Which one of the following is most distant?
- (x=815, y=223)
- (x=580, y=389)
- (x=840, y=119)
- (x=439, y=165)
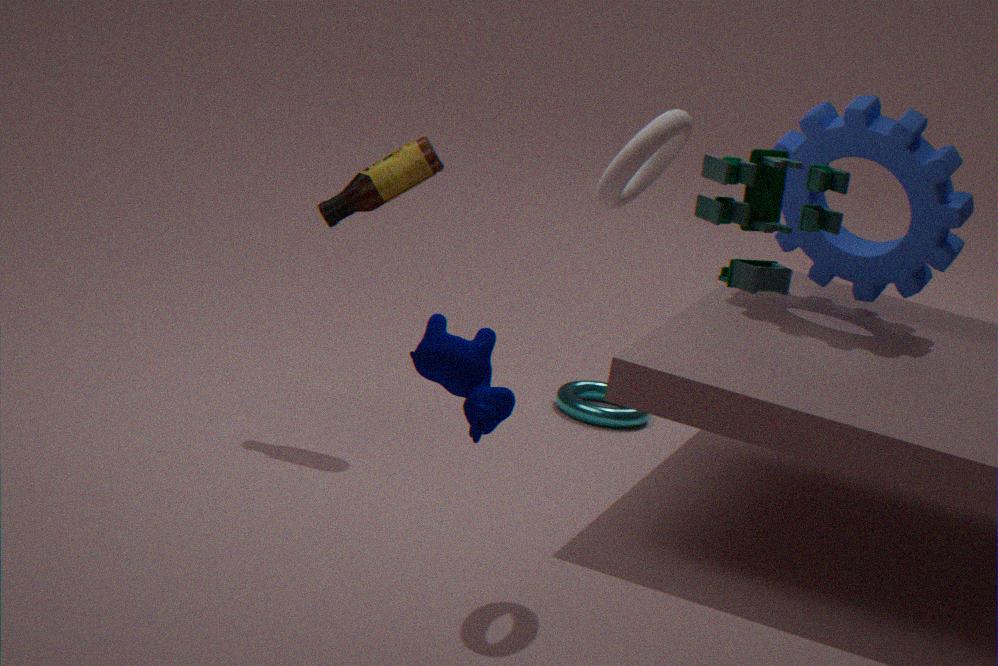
→ (x=580, y=389)
